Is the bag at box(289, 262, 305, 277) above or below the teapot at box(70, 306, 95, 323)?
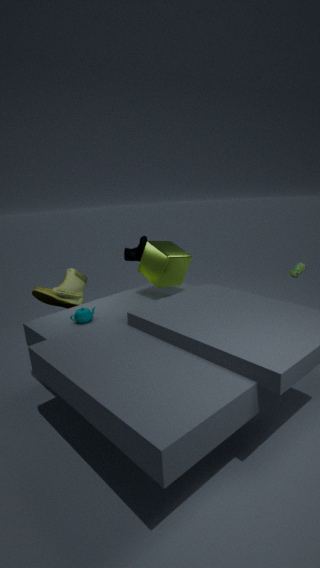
above
